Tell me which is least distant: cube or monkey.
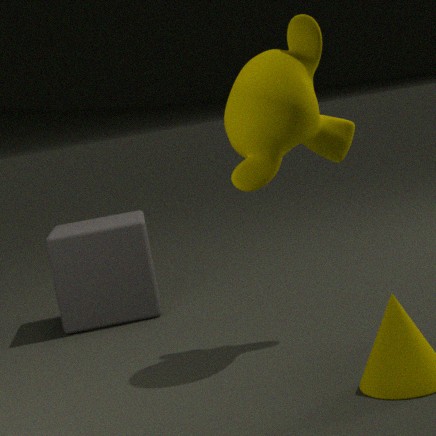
monkey
